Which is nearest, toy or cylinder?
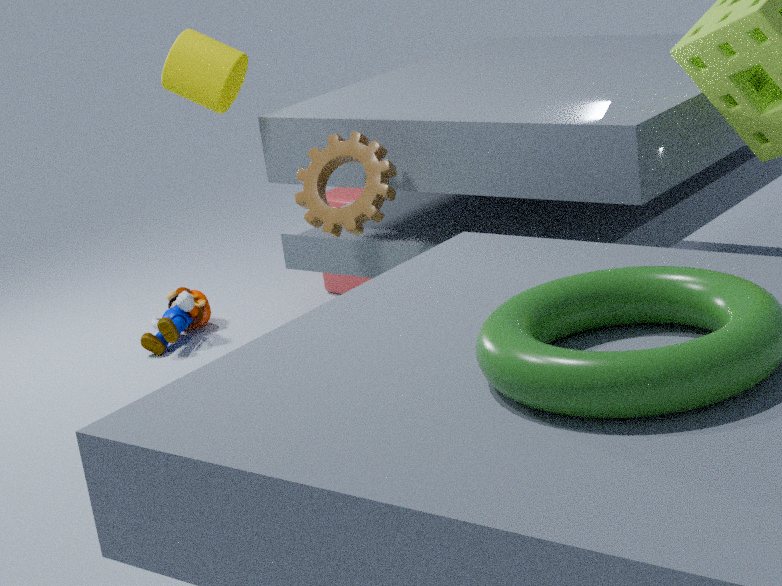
cylinder
